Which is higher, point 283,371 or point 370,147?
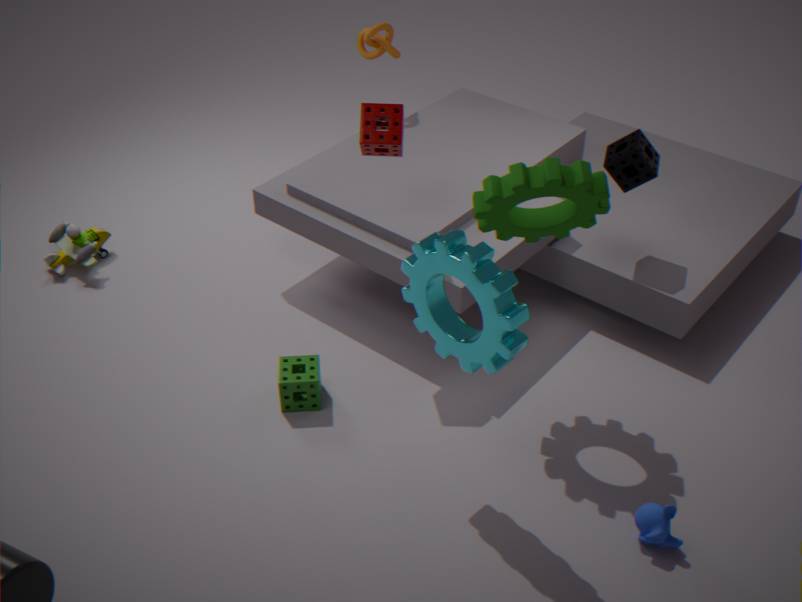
point 370,147
